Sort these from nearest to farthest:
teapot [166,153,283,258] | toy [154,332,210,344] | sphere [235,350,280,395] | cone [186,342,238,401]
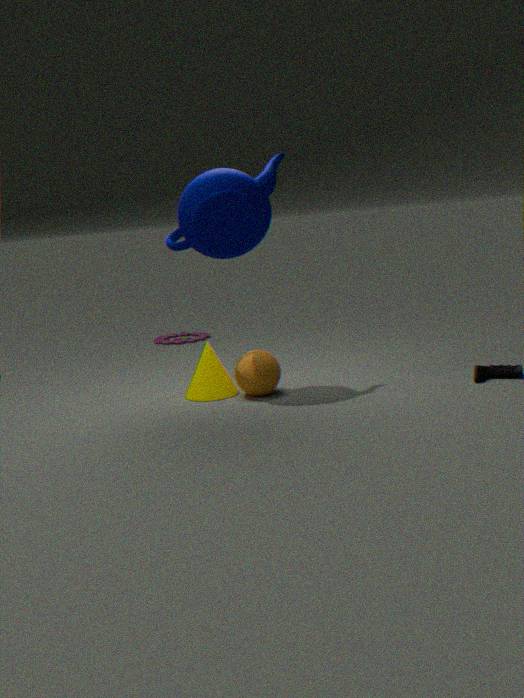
teapot [166,153,283,258]
sphere [235,350,280,395]
cone [186,342,238,401]
toy [154,332,210,344]
